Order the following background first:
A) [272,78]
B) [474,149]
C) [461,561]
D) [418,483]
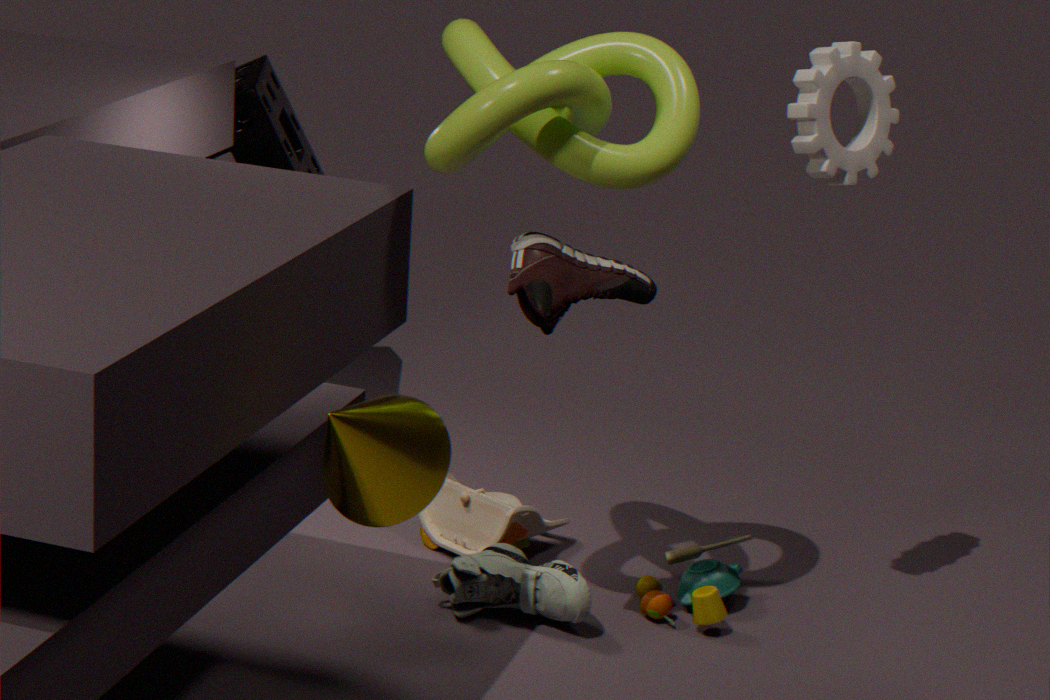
[272,78] → [461,561] → [474,149] → [418,483]
